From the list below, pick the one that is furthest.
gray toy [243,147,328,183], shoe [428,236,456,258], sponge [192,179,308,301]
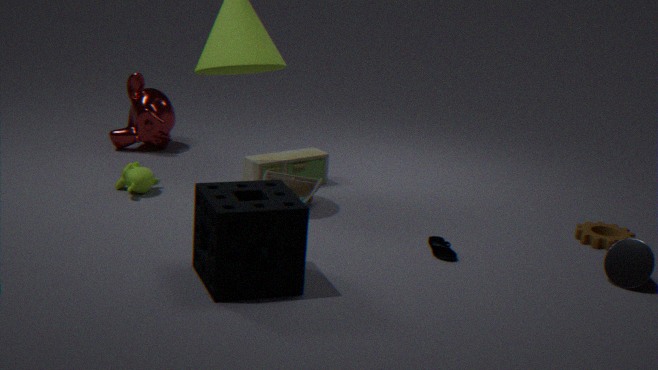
gray toy [243,147,328,183]
